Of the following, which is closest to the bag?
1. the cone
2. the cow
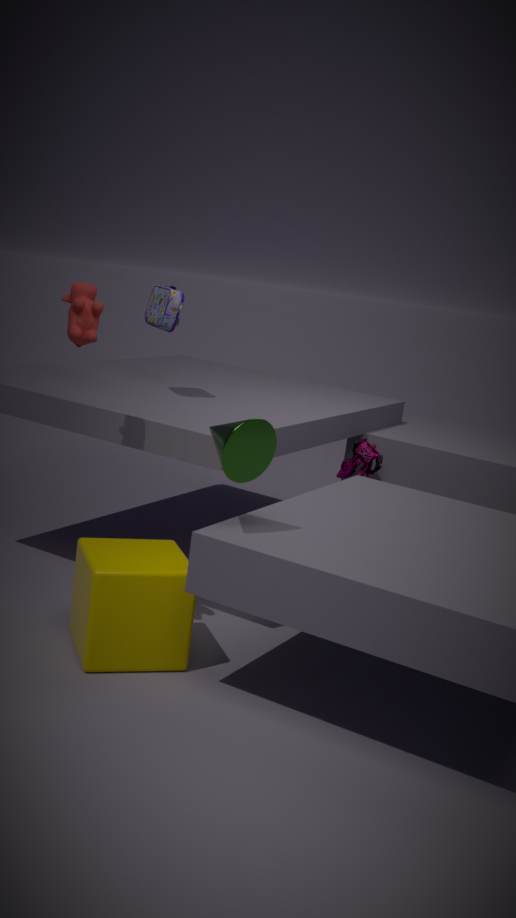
the cow
